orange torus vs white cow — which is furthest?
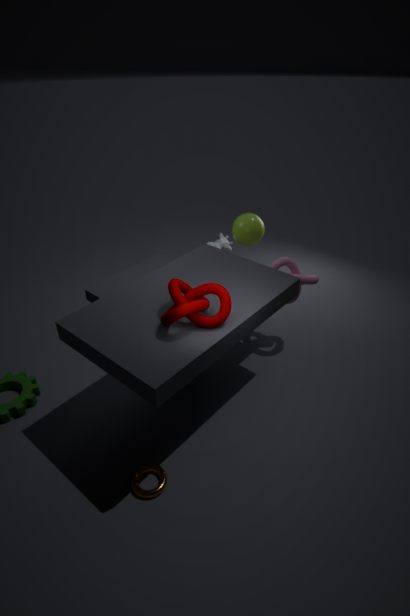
white cow
